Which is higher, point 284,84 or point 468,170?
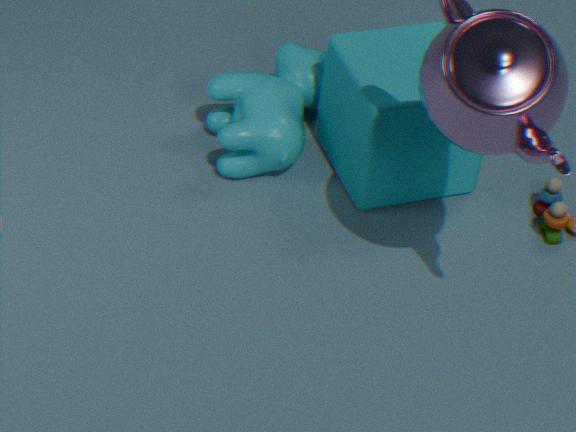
point 468,170
